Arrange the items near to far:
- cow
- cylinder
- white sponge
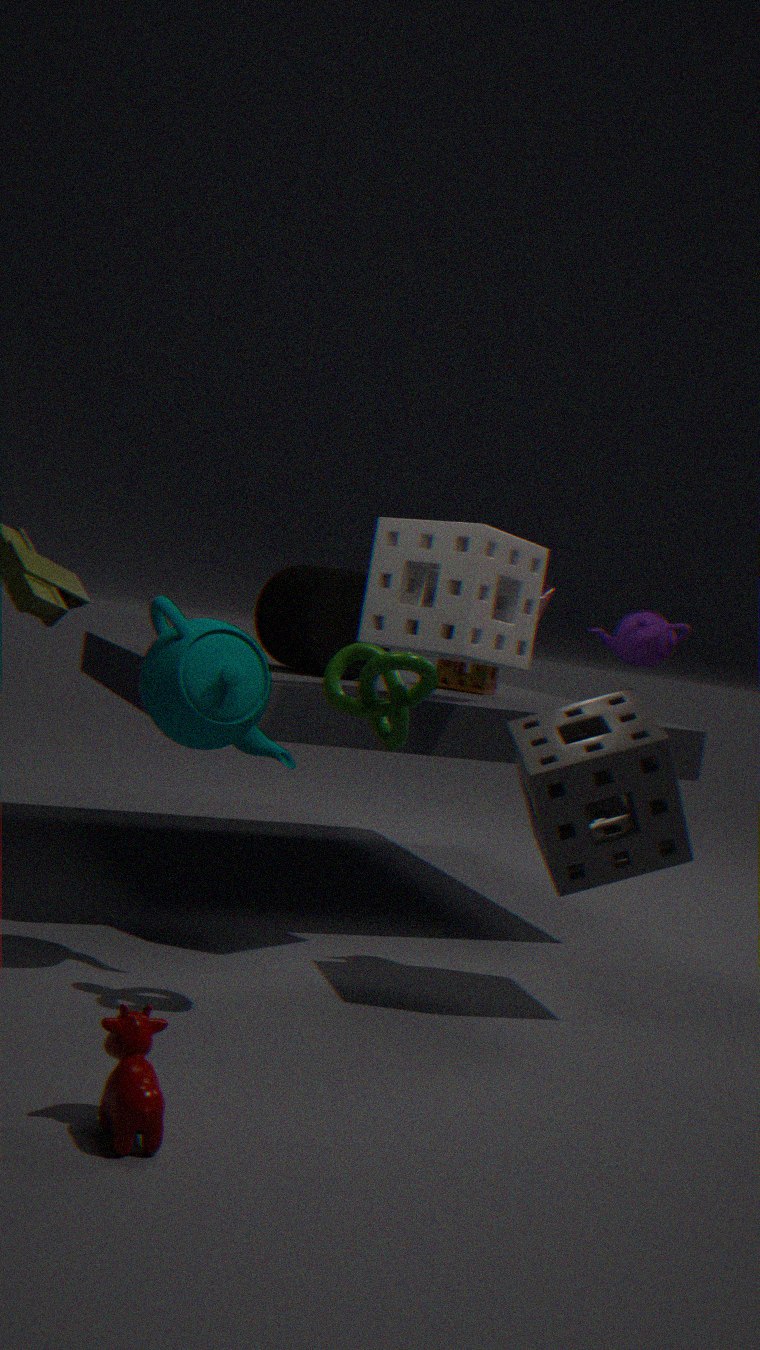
cow → white sponge → cylinder
